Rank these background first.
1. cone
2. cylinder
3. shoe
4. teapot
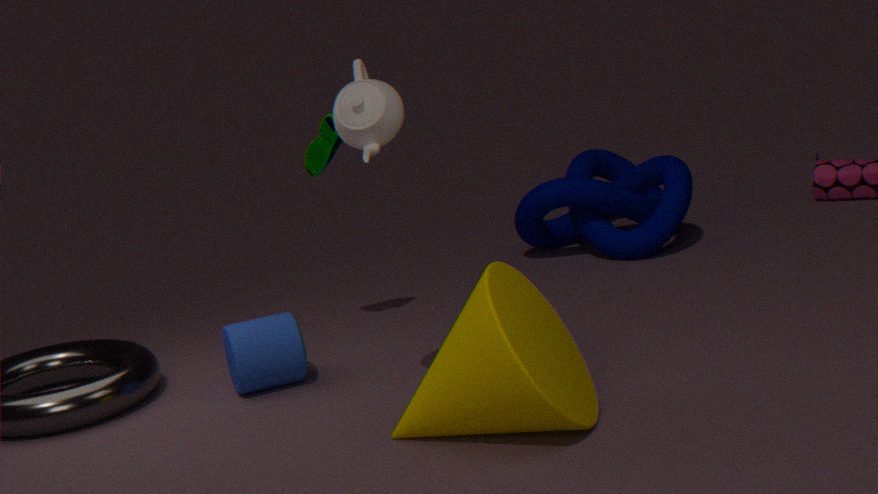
shoe → cylinder → teapot → cone
